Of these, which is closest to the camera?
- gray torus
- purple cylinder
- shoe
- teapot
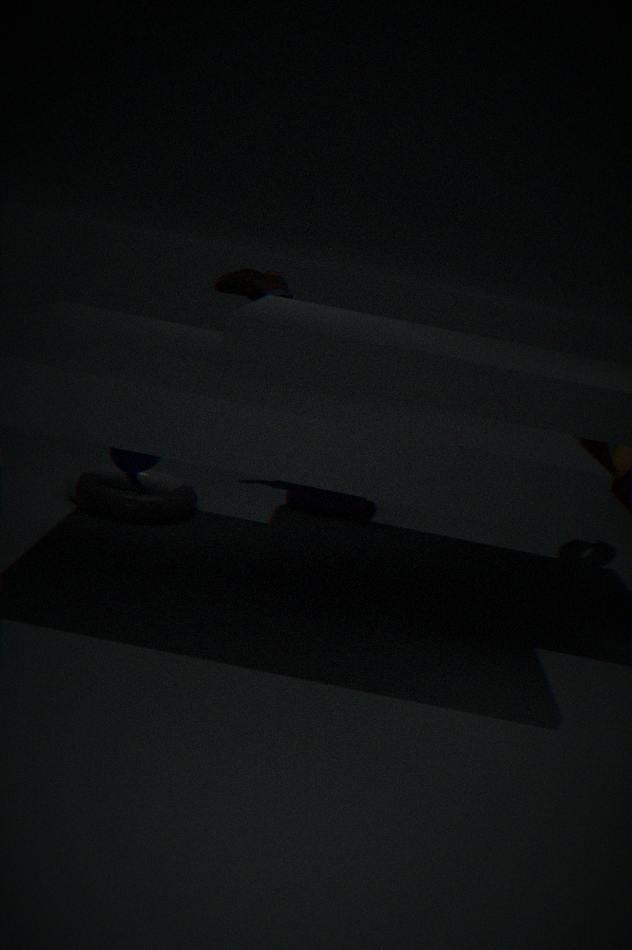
teapot
